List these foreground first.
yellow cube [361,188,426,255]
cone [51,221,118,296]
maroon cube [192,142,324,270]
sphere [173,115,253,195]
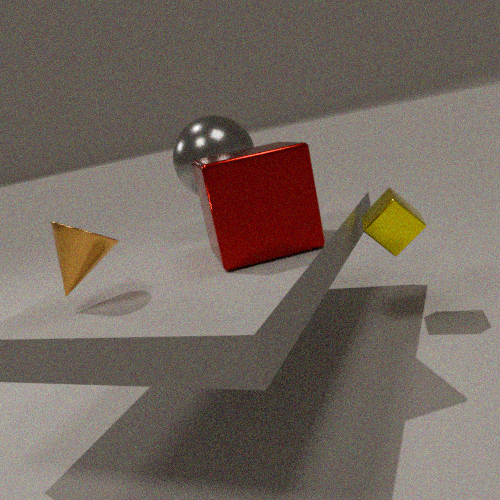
cone [51,221,118,296]
maroon cube [192,142,324,270]
yellow cube [361,188,426,255]
sphere [173,115,253,195]
